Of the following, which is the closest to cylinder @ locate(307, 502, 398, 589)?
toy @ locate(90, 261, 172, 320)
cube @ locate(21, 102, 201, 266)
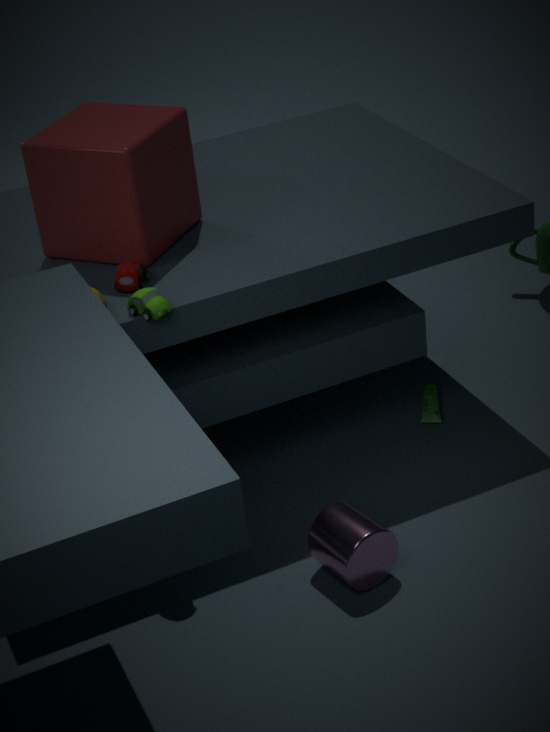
toy @ locate(90, 261, 172, 320)
